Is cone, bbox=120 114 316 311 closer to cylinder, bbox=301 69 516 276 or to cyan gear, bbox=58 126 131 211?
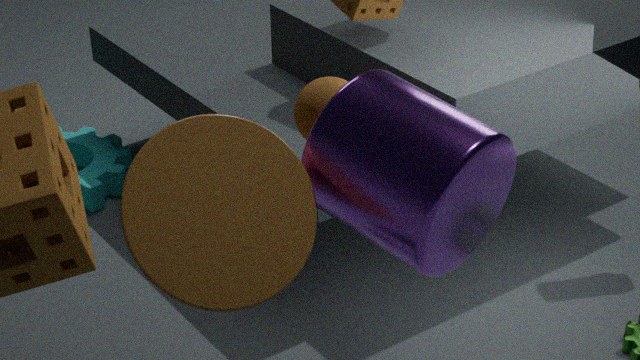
cylinder, bbox=301 69 516 276
